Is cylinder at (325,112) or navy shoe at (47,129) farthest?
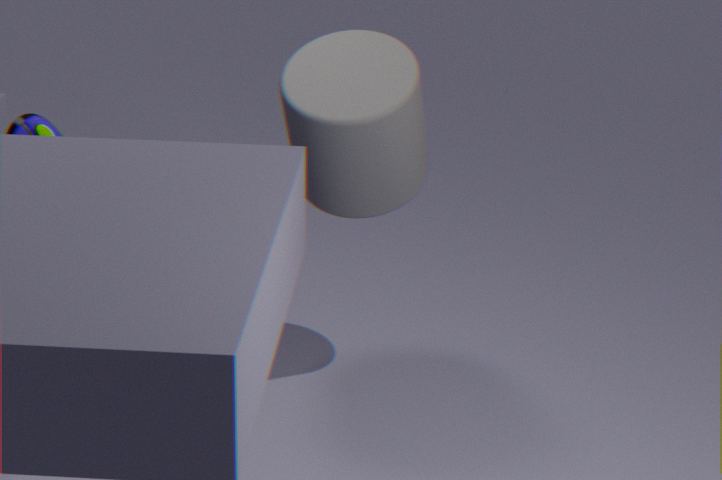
cylinder at (325,112)
